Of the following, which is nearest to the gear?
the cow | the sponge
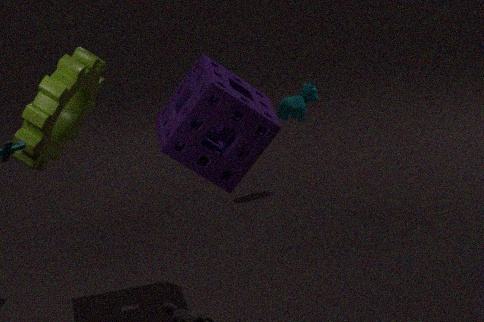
the sponge
